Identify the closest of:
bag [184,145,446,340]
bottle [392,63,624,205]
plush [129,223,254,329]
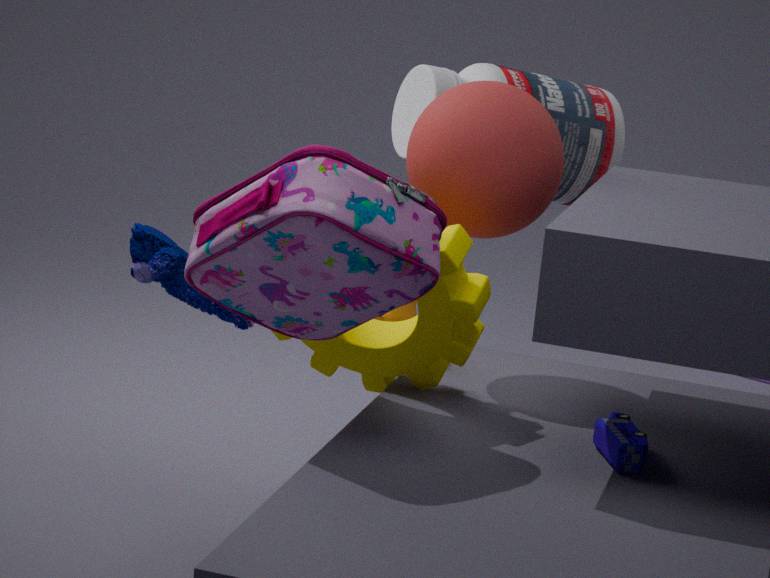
bag [184,145,446,340]
